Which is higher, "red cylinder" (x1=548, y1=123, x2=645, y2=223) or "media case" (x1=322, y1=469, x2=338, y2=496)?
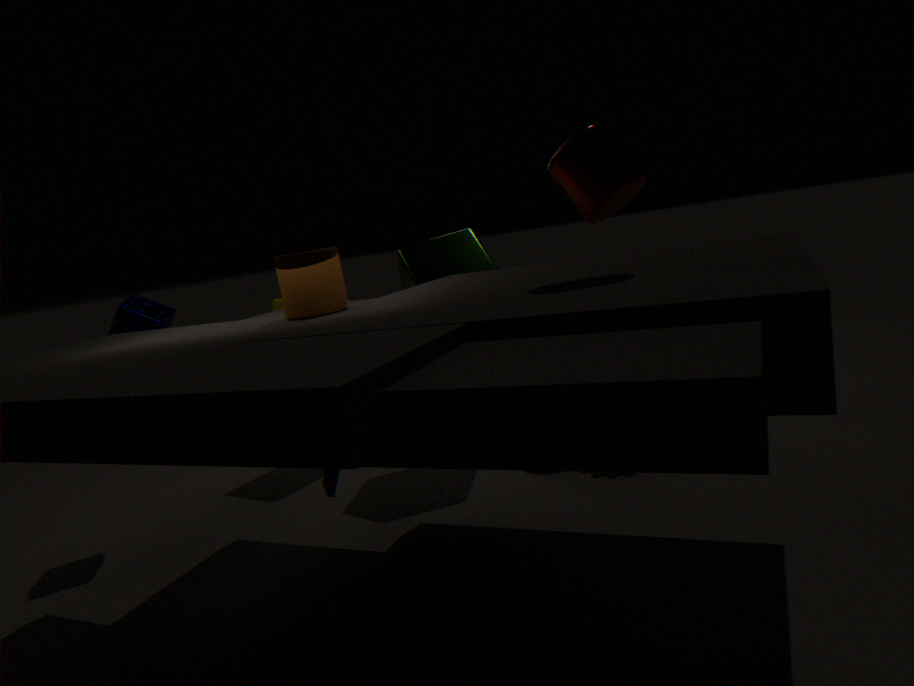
"red cylinder" (x1=548, y1=123, x2=645, y2=223)
